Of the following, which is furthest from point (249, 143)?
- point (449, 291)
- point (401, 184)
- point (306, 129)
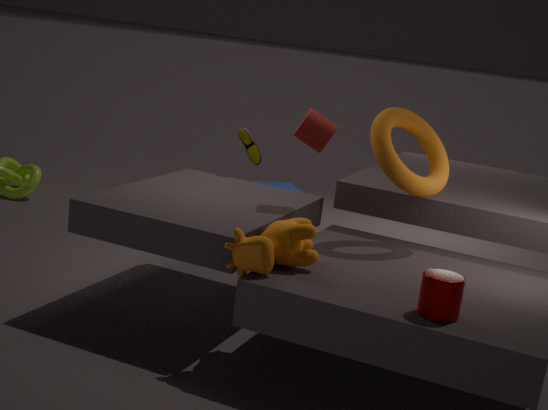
point (449, 291)
